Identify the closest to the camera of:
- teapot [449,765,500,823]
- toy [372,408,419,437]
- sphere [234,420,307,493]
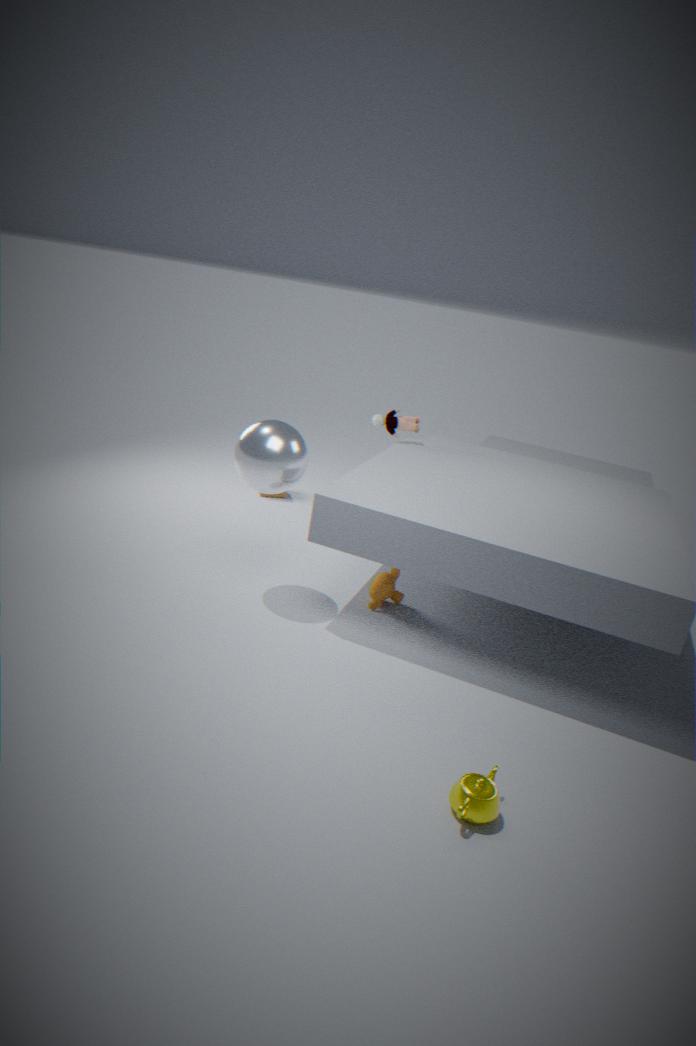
teapot [449,765,500,823]
